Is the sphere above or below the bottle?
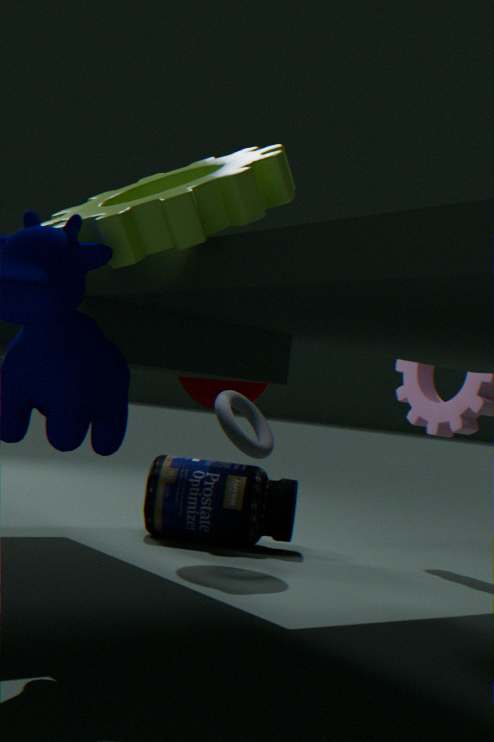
above
